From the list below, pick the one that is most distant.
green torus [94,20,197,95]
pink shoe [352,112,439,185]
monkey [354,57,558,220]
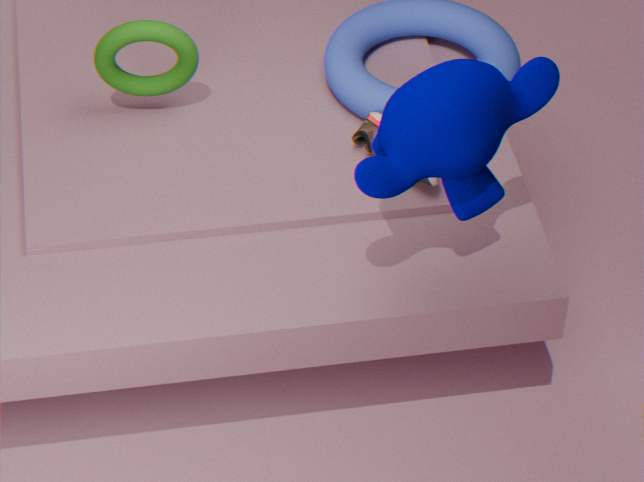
green torus [94,20,197,95]
